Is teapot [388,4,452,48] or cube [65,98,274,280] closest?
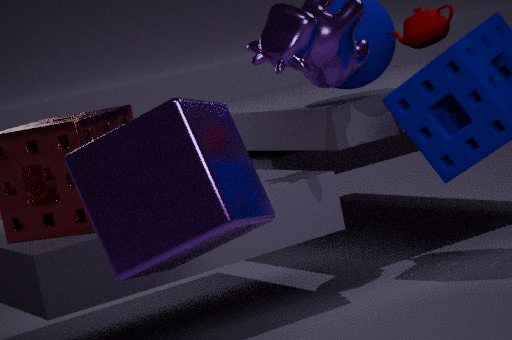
cube [65,98,274,280]
